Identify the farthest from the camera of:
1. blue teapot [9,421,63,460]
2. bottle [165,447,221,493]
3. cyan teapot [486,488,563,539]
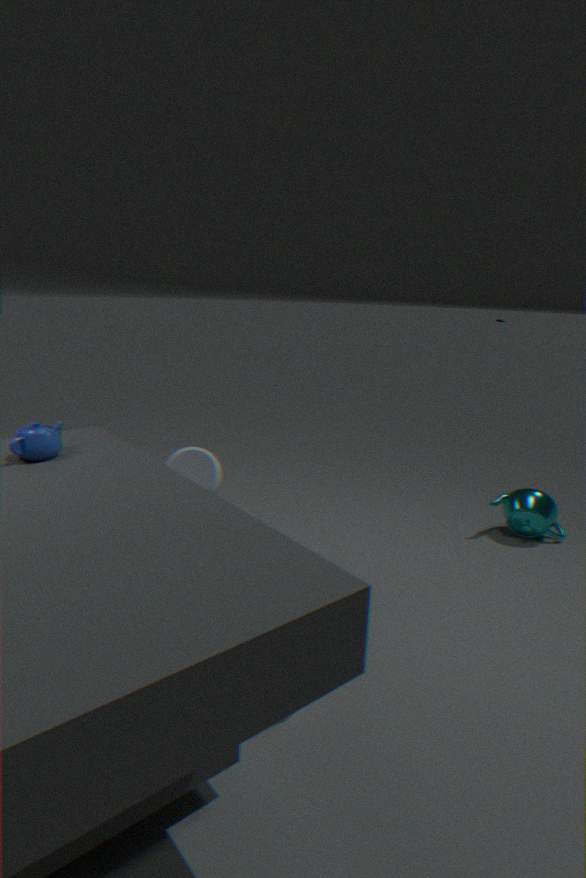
cyan teapot [486,488,563,539]
